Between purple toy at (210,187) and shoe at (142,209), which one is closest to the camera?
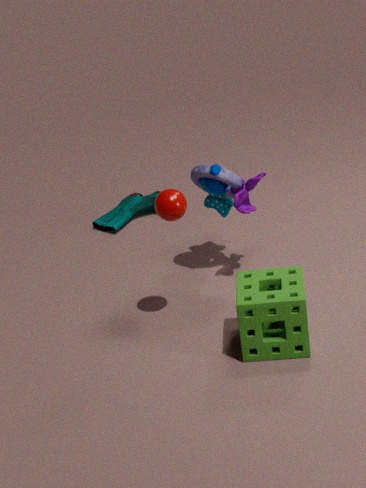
purple toy at (210,187)
